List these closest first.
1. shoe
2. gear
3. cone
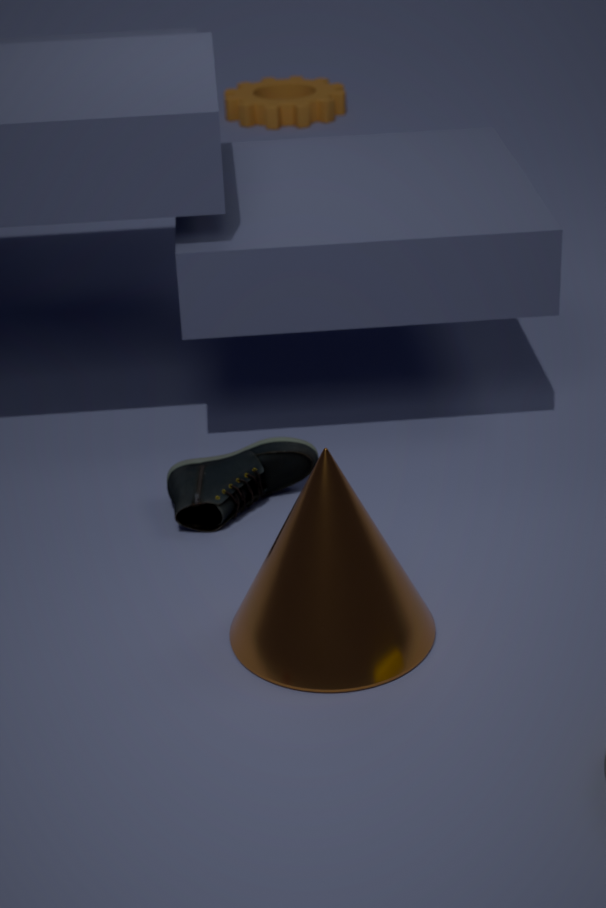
cone
shoe
gear
